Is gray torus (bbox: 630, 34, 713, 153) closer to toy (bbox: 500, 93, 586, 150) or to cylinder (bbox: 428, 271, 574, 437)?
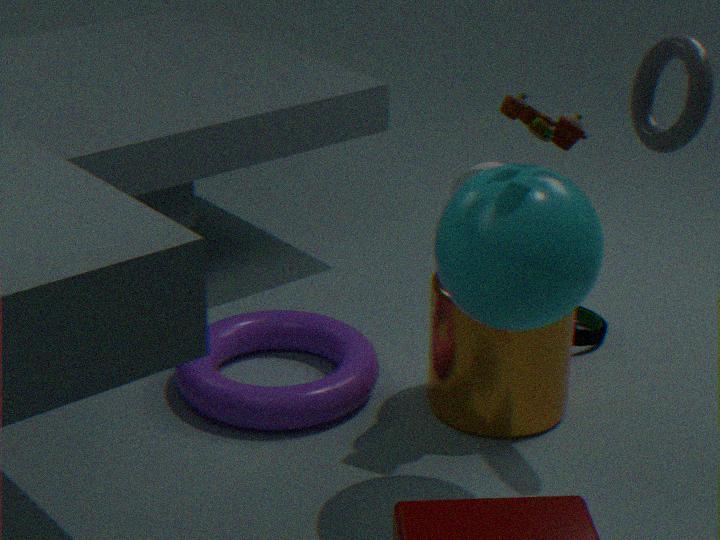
toy (bbox: 500, 93, 586, 150)
